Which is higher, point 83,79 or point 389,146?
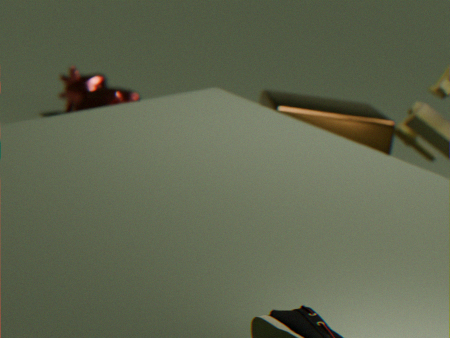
point 389,146
